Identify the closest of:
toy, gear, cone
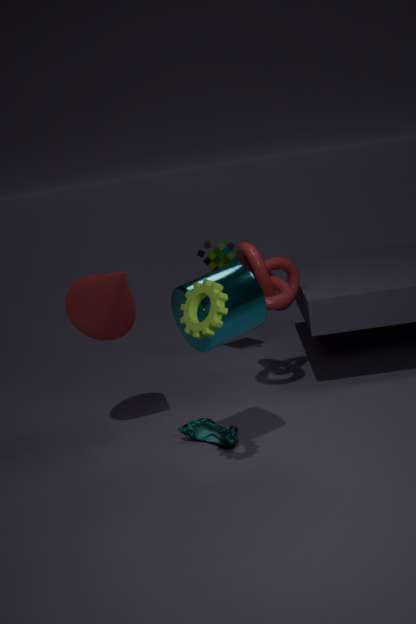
gear
